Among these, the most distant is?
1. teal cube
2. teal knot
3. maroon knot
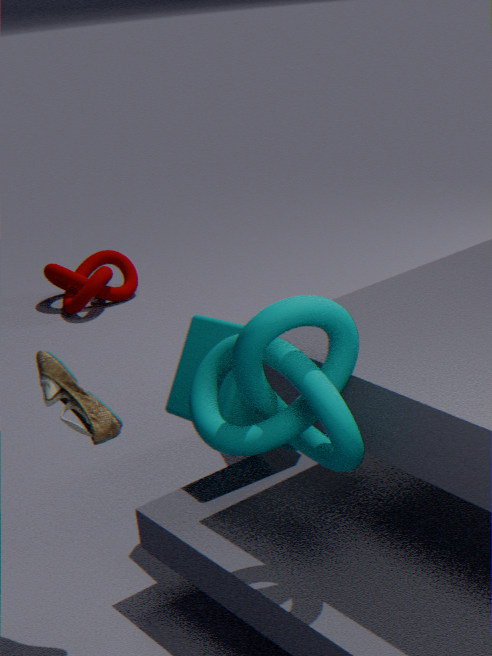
maroon knot
